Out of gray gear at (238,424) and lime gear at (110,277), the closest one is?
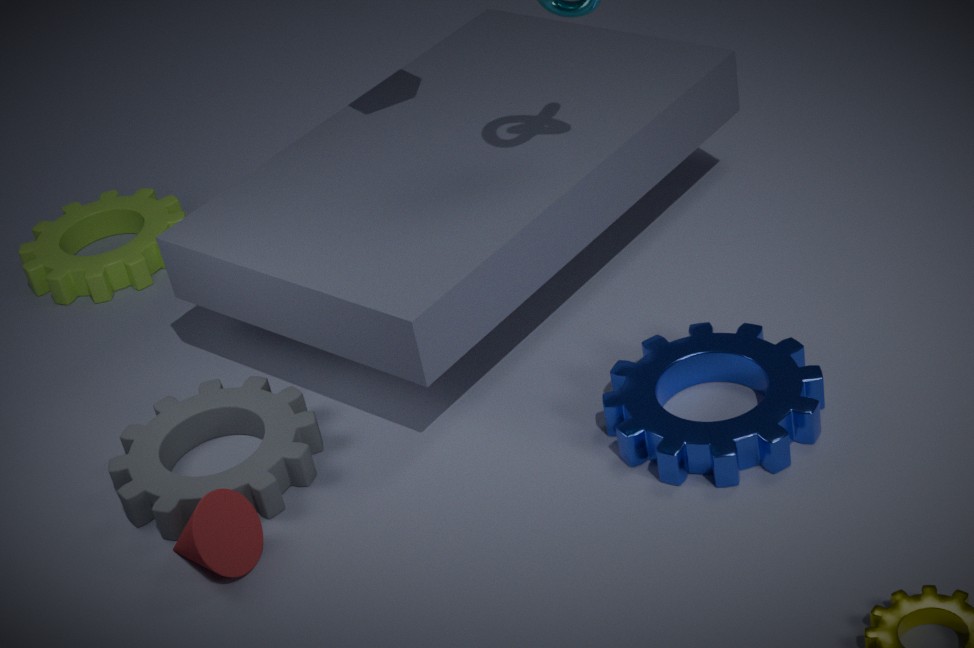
gray gear at (238,424)
